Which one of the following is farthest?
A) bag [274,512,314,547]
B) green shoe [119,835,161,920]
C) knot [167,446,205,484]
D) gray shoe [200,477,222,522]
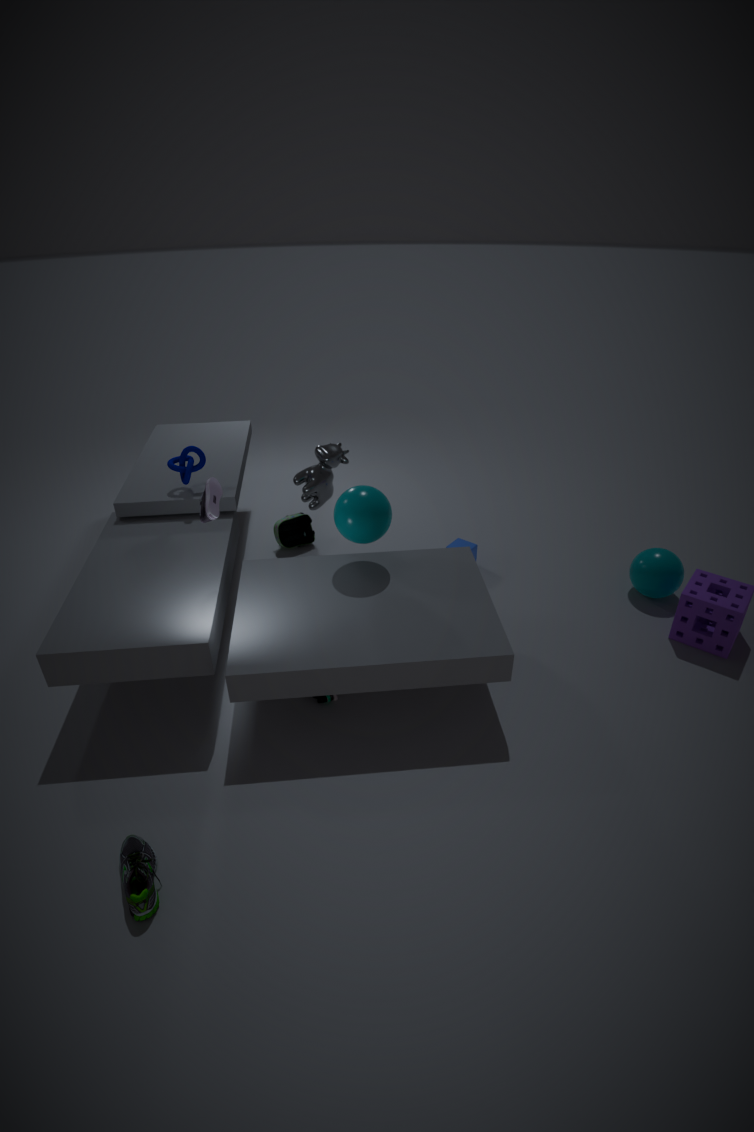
bag [274,512,314,547]
